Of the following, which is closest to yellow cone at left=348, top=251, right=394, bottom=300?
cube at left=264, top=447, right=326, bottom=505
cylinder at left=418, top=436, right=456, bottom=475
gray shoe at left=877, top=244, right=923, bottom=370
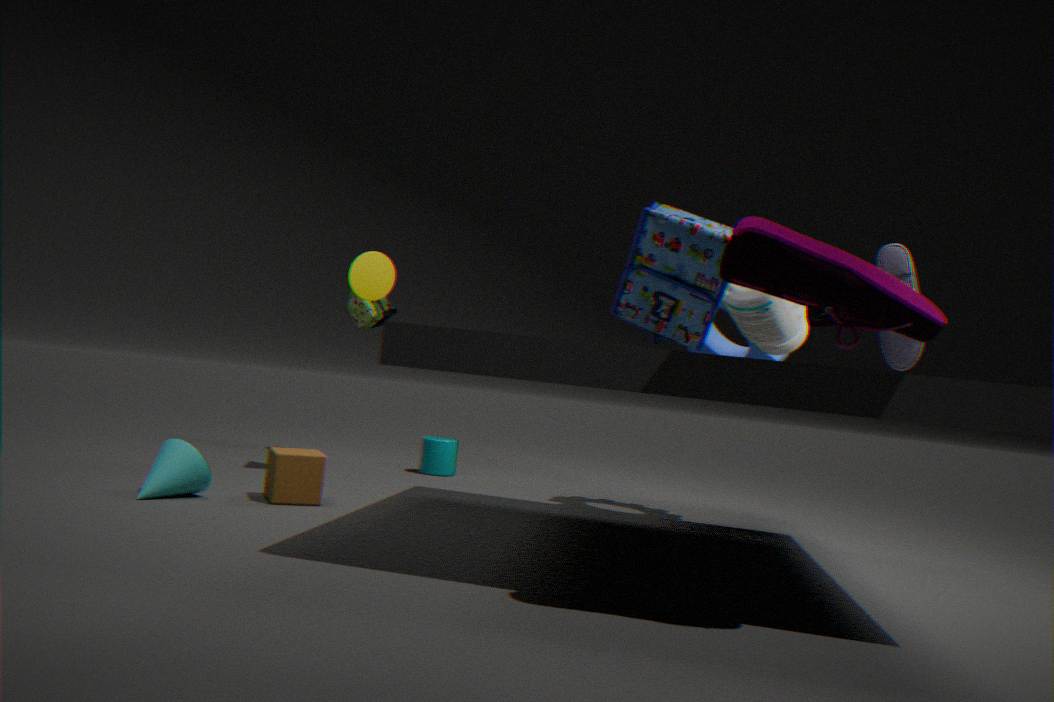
cube at left=264, top=447, right=326, bottom=505
